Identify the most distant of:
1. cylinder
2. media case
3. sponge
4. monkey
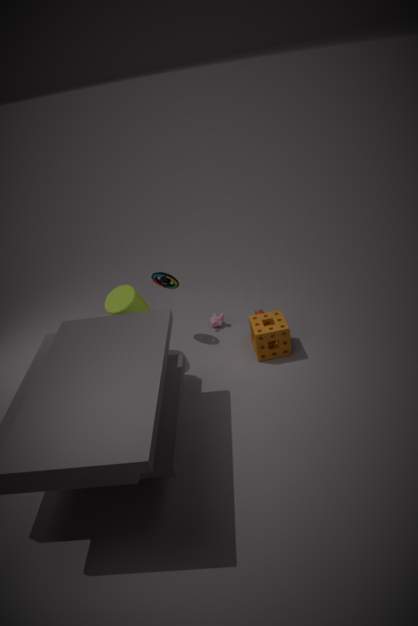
monkey
